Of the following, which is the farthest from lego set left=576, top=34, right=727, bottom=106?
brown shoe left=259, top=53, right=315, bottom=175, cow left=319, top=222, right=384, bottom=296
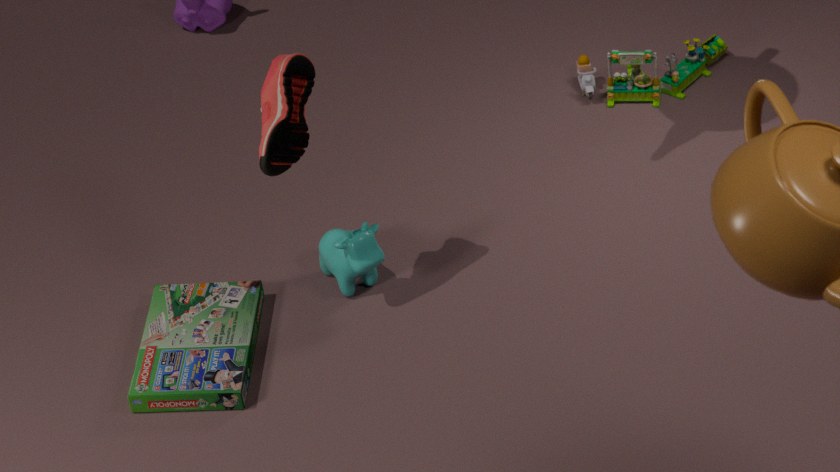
brown shoe left=259, top=53, right=315, bottom=175
